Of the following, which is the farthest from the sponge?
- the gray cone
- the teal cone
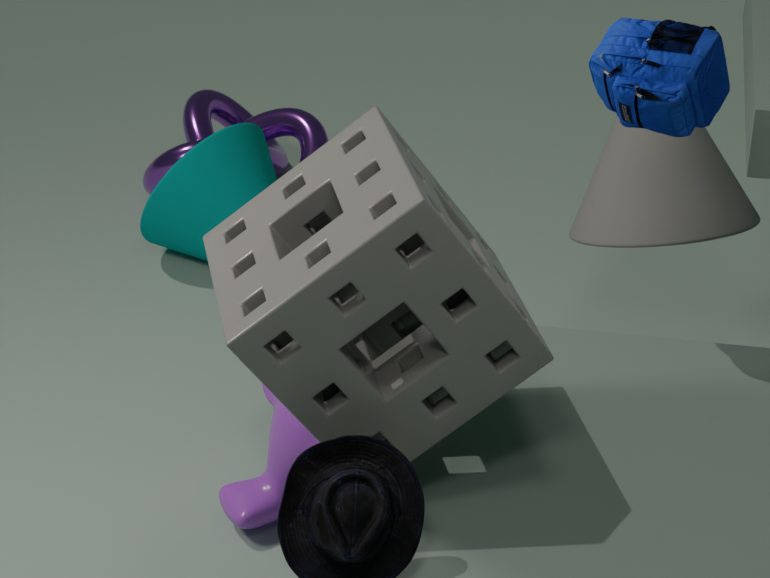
the teal cone
